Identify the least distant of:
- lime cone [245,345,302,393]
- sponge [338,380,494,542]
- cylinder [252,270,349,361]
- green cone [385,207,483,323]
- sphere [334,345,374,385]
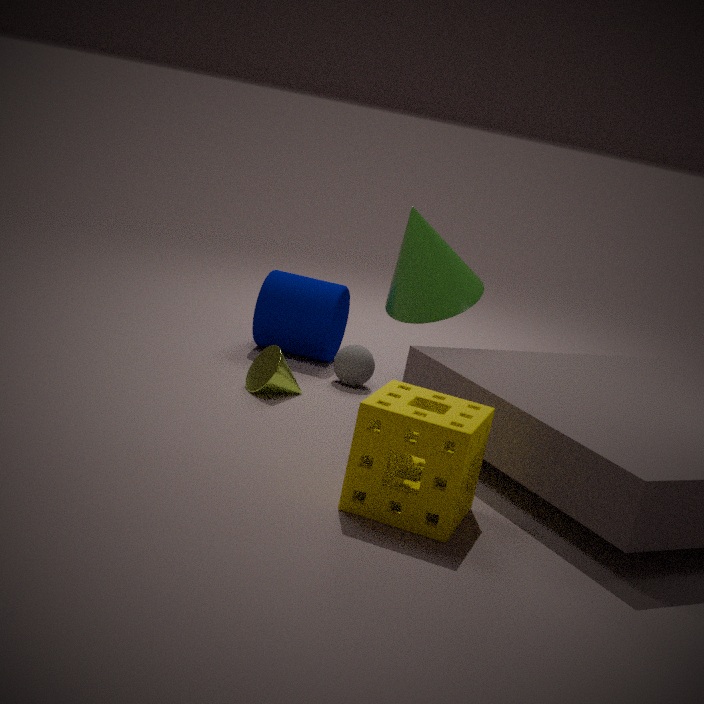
sponge [338,380,494,542]
